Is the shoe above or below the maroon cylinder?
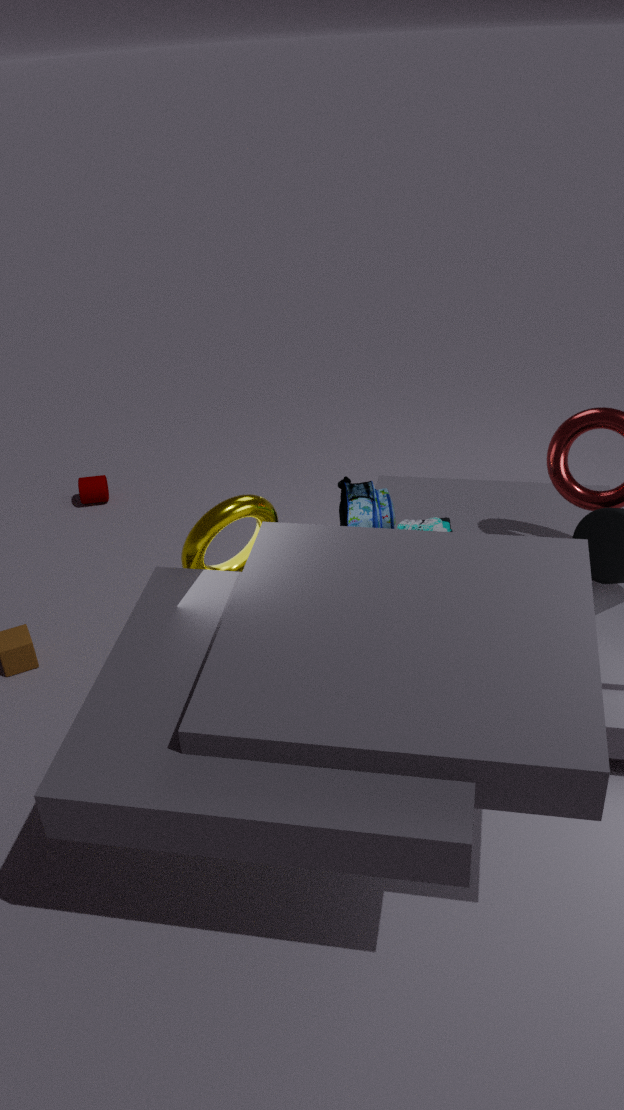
above
